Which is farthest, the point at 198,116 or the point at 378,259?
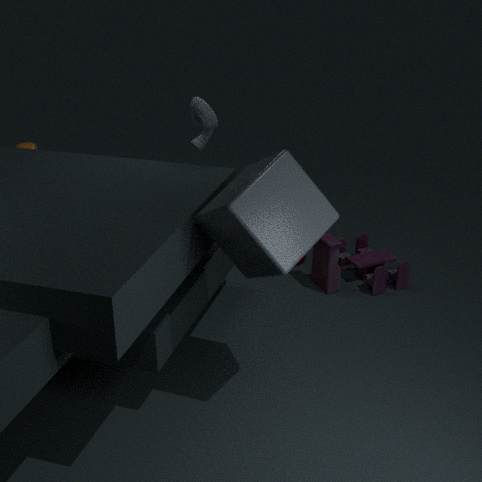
the point at 378,259
